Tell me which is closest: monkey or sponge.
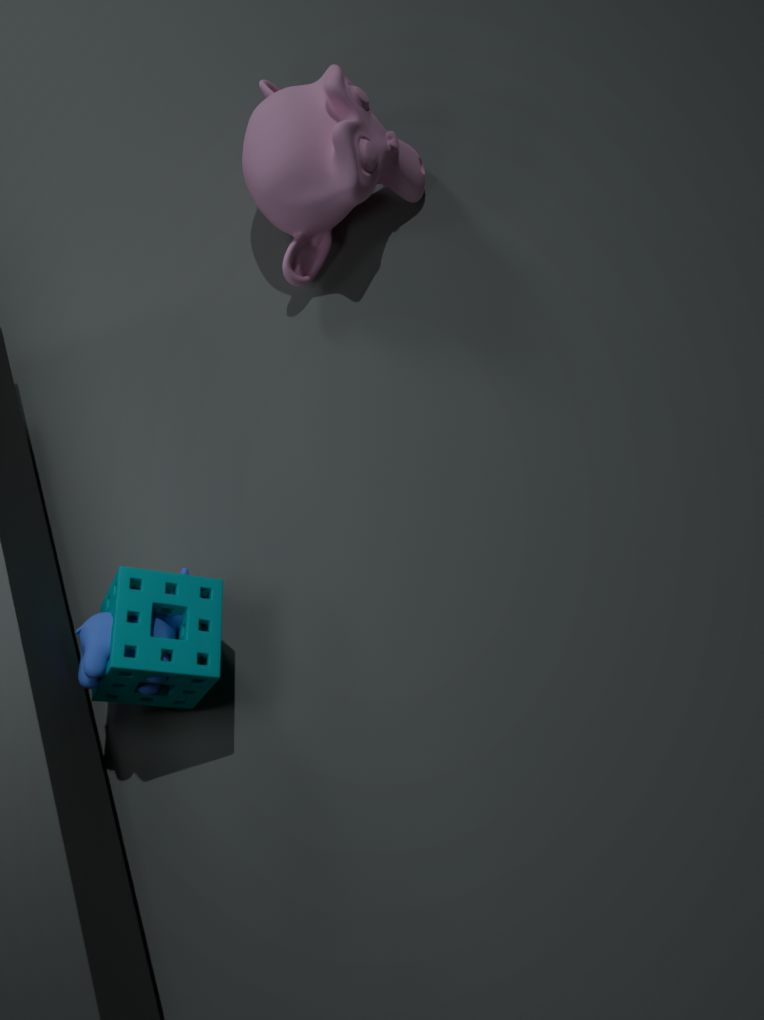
sponge
